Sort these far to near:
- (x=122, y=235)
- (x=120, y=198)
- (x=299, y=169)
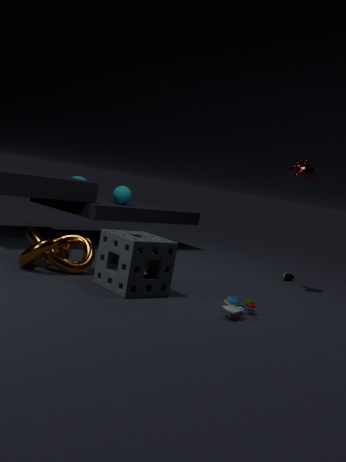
(x=120, y=198) → (x=299, y=169) → (x=122, y=235)
